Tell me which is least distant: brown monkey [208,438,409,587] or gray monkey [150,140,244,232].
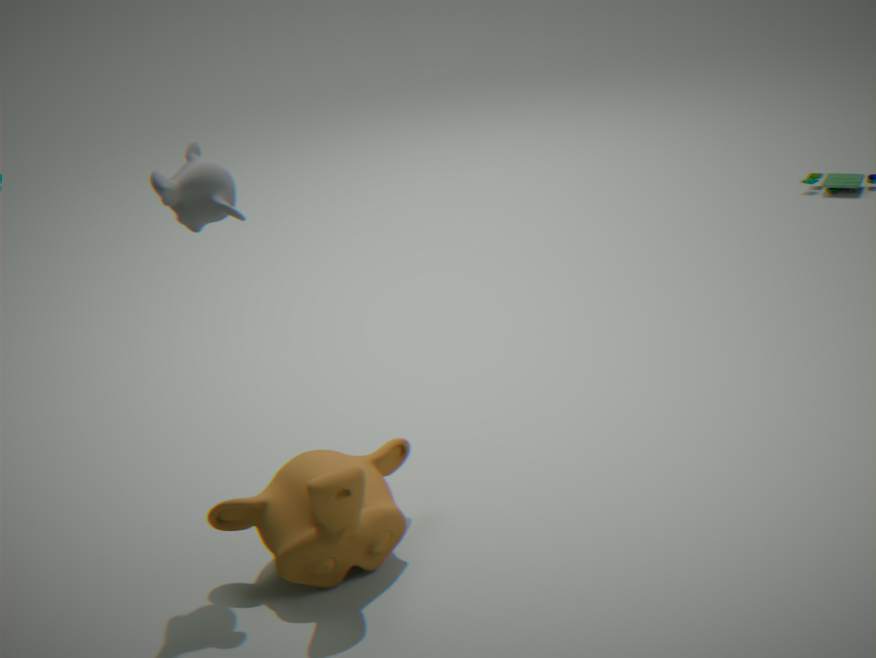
brown monkey [208,438,409,587]
